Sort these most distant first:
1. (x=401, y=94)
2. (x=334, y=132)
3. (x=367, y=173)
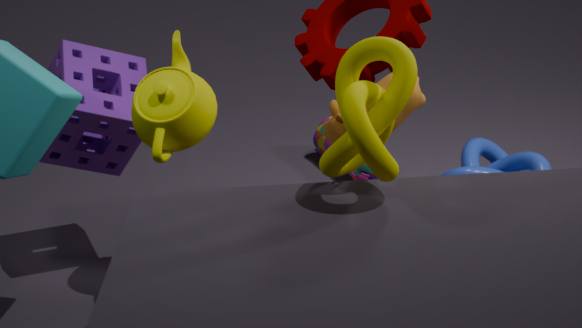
(x=367, y=173)
(x=334, y=132)
(x=401, y=94)
